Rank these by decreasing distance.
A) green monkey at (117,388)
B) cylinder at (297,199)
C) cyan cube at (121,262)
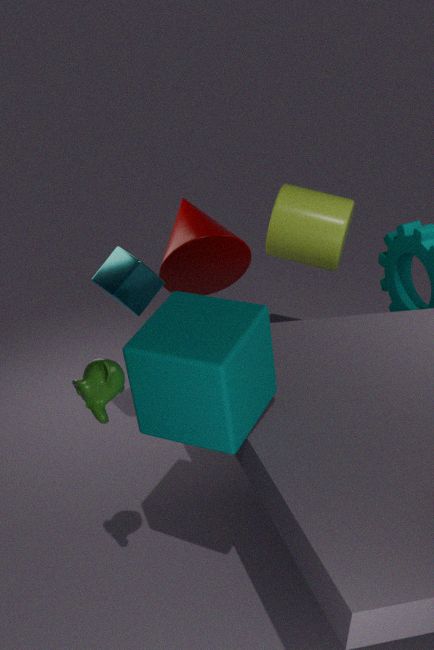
cylinder at (297,199)
cyan cube at (121,262)
green monkey at (117,388)
